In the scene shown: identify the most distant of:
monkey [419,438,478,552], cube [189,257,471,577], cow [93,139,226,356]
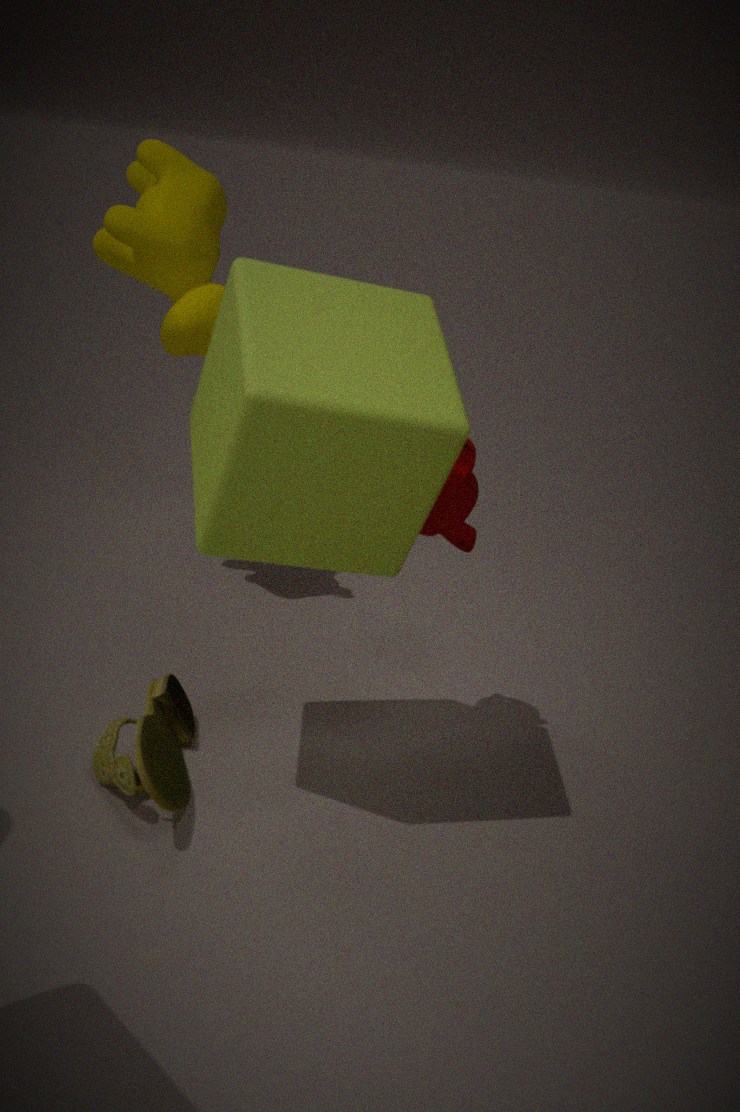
cow [93,139,226,356]
